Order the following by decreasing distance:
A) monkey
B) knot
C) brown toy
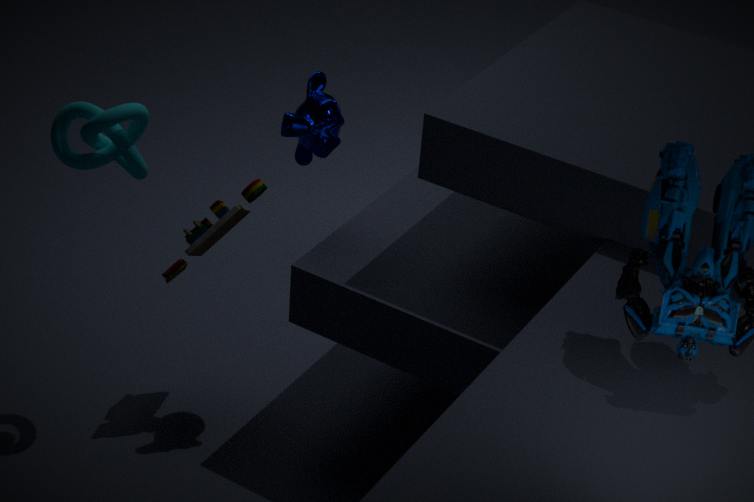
1. brown toy
2. monkey
3. knot
